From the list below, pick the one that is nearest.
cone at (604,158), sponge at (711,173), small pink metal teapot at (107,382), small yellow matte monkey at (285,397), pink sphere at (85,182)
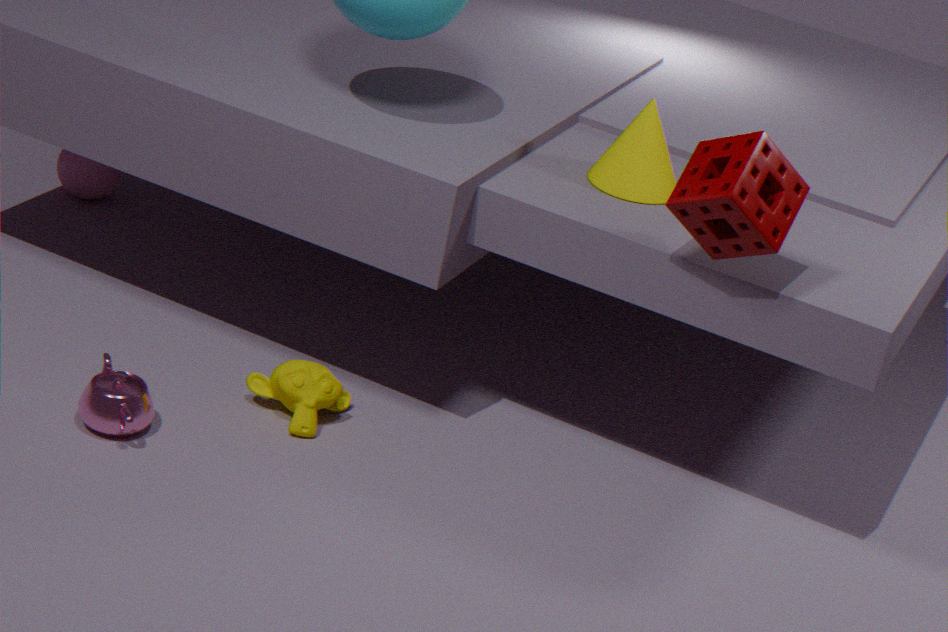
sponge at (711,173)
